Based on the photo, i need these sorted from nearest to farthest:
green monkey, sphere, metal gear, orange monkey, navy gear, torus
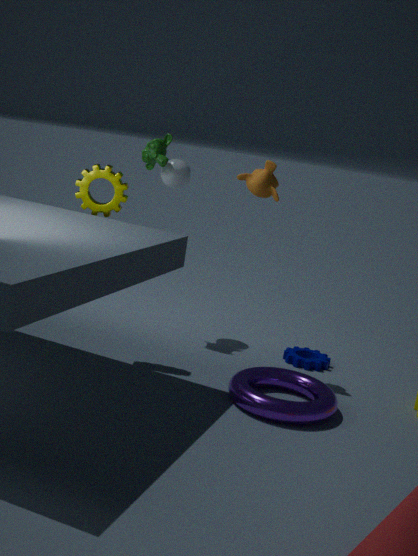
torus, metal gear, orange monkey, navy gear, green monkey, sphere
